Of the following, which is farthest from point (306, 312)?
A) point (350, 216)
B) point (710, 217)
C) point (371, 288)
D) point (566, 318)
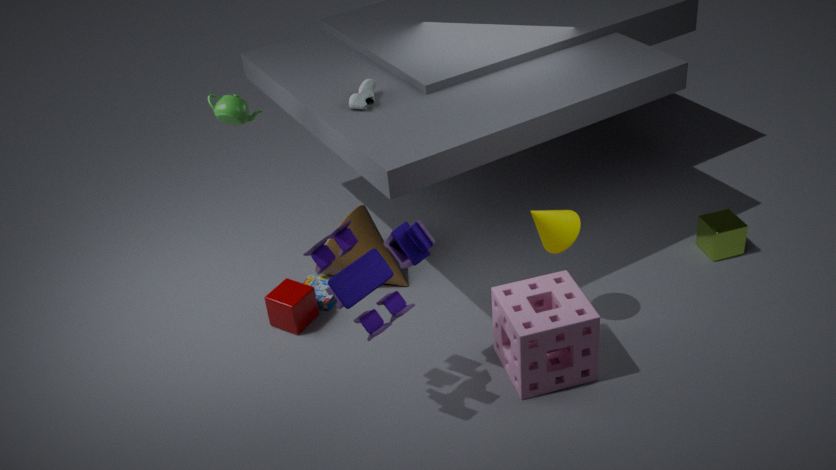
point (710, 217)
